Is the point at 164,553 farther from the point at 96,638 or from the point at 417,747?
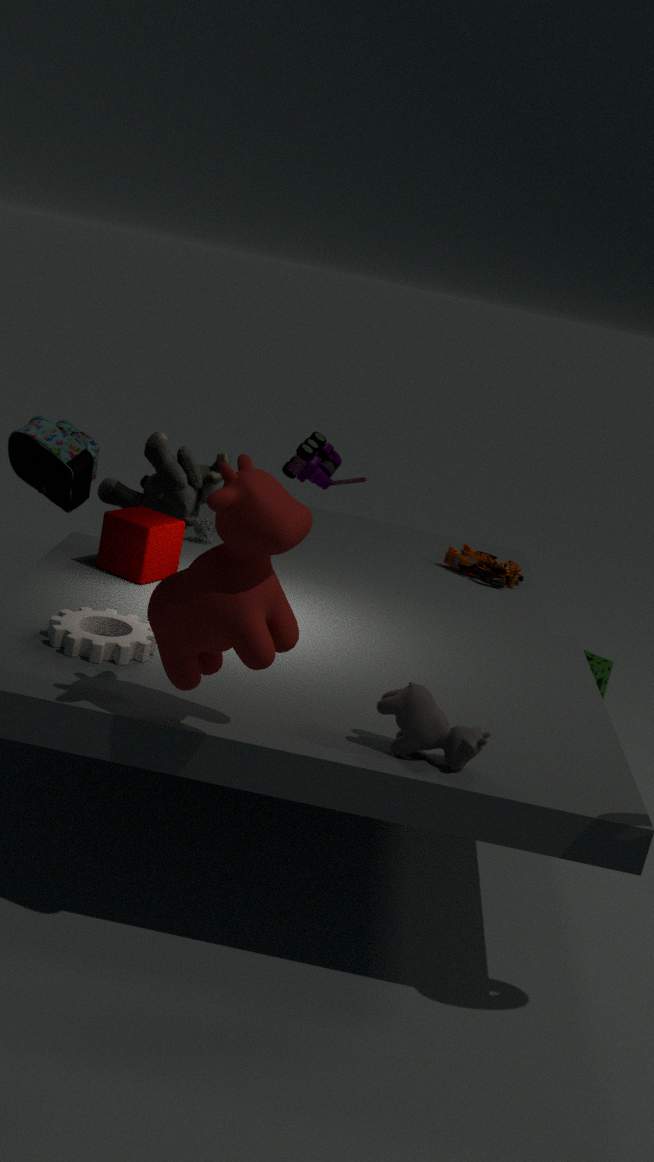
the point at 417,747
